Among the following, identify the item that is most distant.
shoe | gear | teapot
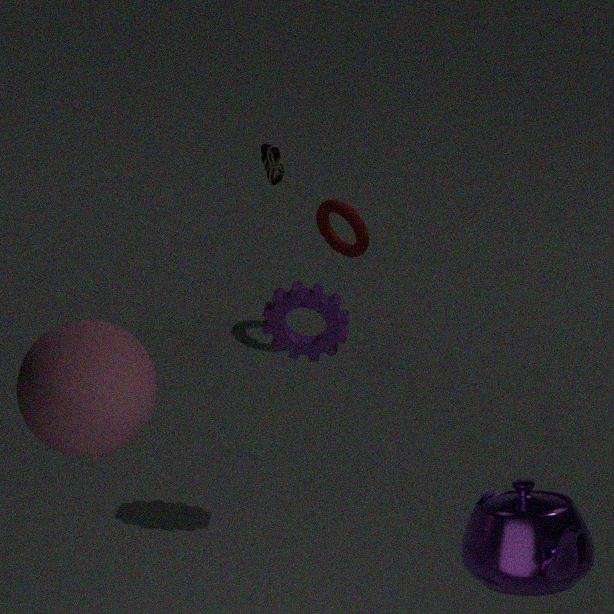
shoe
